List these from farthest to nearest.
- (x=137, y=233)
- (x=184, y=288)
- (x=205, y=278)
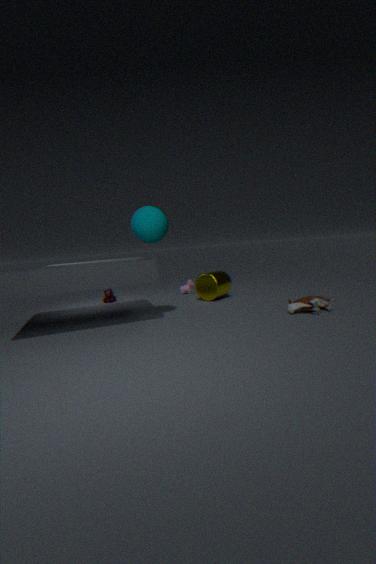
1. (x=184, y=288)
2. (x=205, y=278)
3. (x=137, y=233)
